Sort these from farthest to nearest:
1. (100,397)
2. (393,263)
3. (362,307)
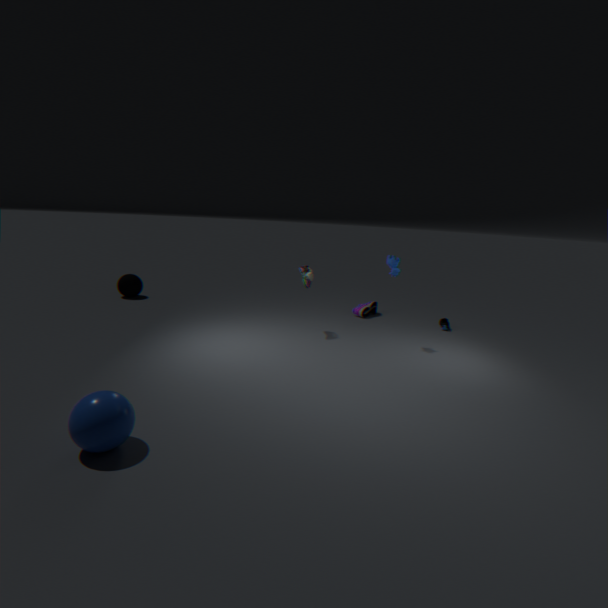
(362,307) < (393,263) < (100,397)
